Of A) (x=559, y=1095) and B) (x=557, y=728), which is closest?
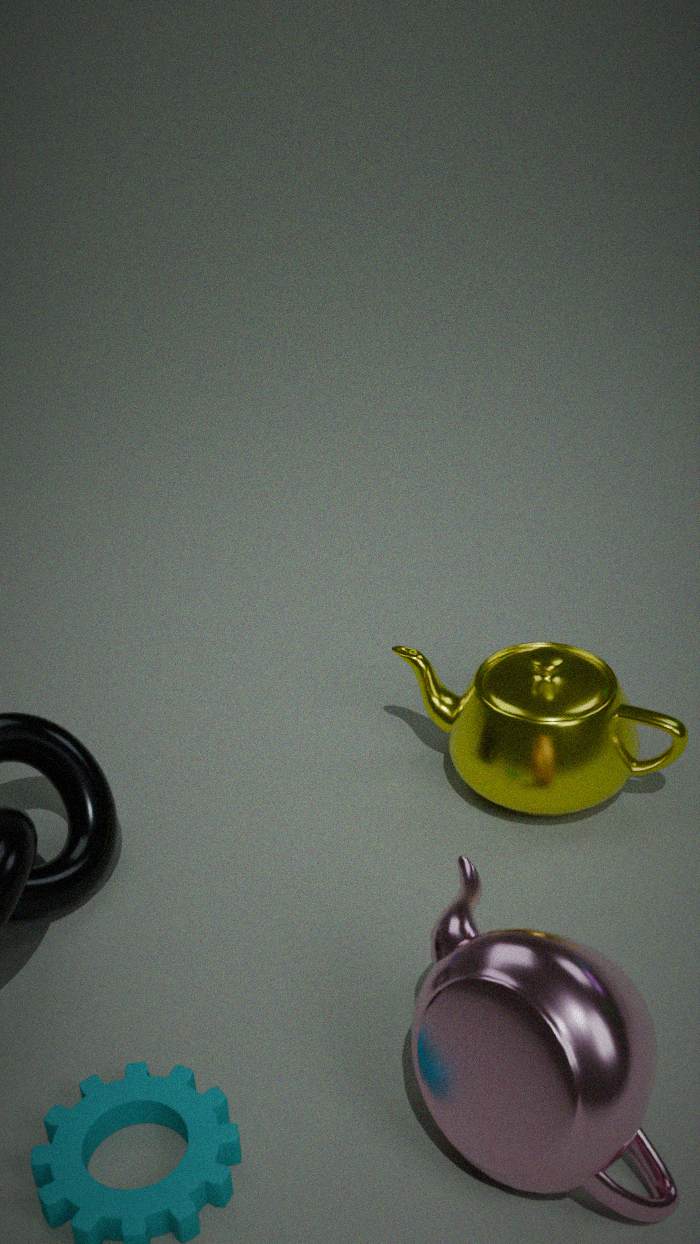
A. (x=559, y=1095)
